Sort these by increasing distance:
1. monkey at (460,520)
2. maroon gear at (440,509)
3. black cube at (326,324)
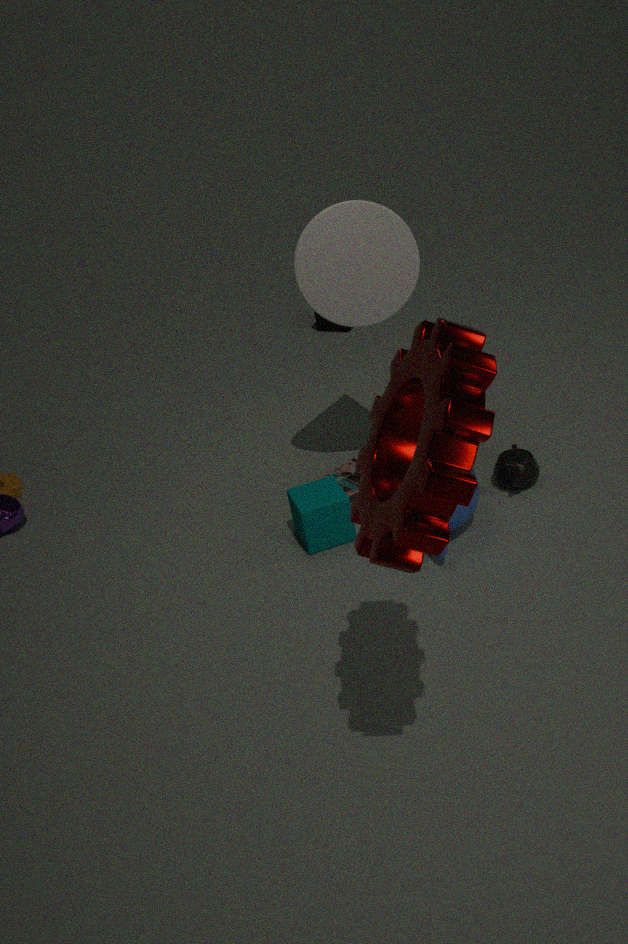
maroon gear at (440,509) < monkey at (460,520) < black cube at (326,324)
